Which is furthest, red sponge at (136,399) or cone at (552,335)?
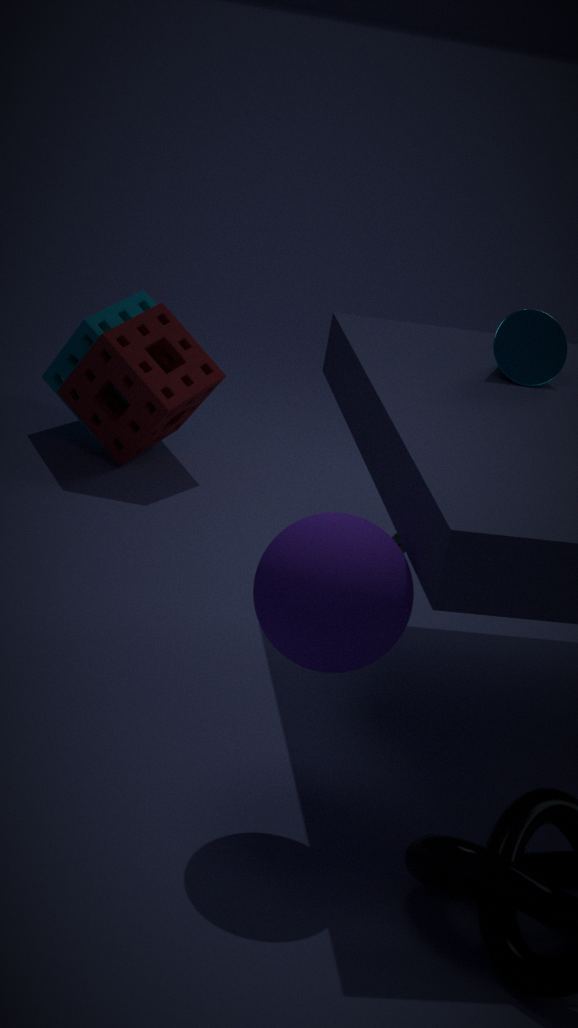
red sponge at (136,399)
